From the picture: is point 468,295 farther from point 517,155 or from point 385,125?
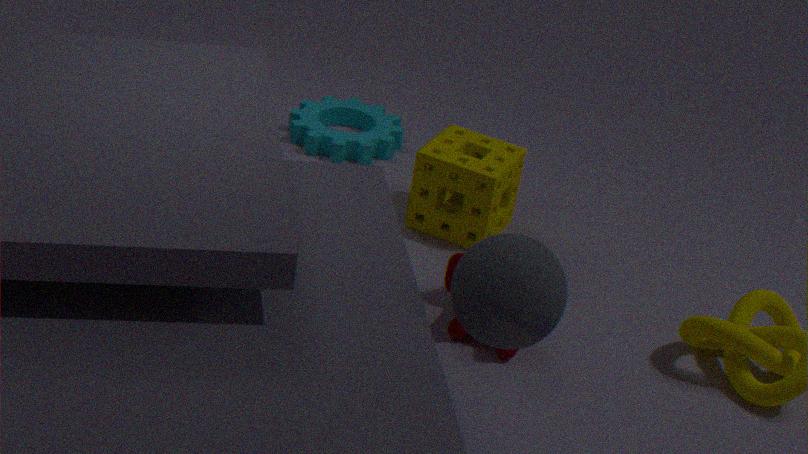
point 385,125
